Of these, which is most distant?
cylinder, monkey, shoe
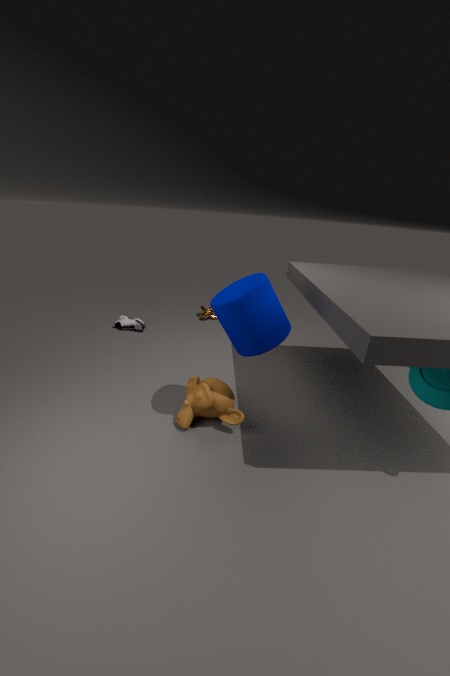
shoe
